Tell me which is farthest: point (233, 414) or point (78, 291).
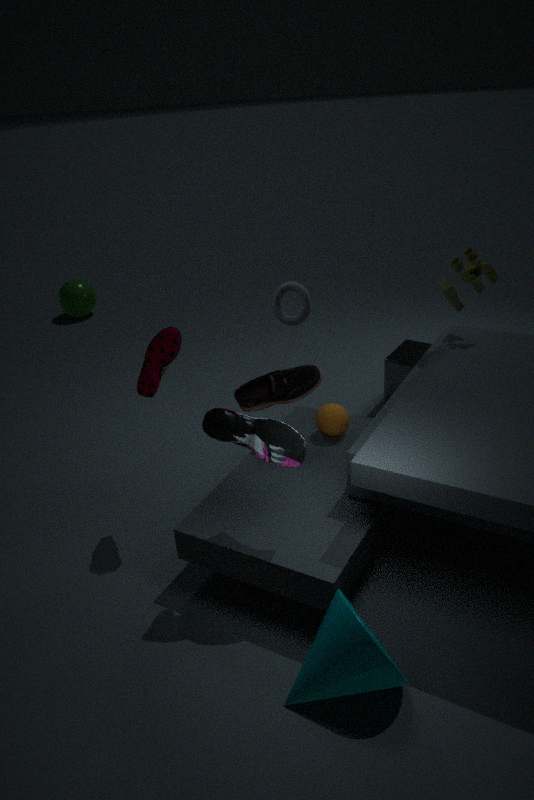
point (78, 291)
